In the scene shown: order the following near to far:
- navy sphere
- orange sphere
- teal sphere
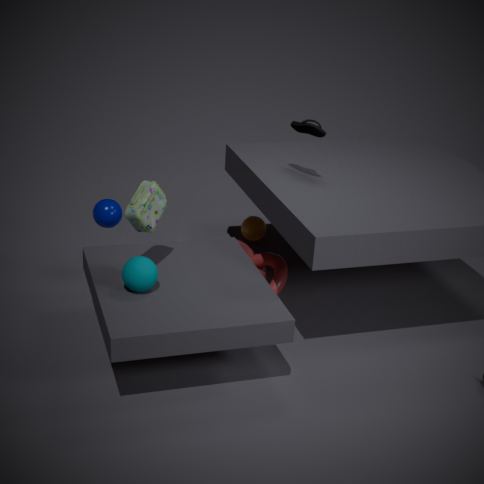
teal sphere → navy sphere → orange sphere
